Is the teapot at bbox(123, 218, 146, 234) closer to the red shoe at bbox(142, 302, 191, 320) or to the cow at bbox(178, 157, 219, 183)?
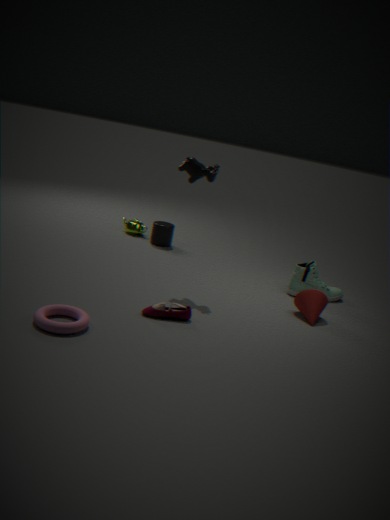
the cow at bbox(178, 157, 219, 183)
